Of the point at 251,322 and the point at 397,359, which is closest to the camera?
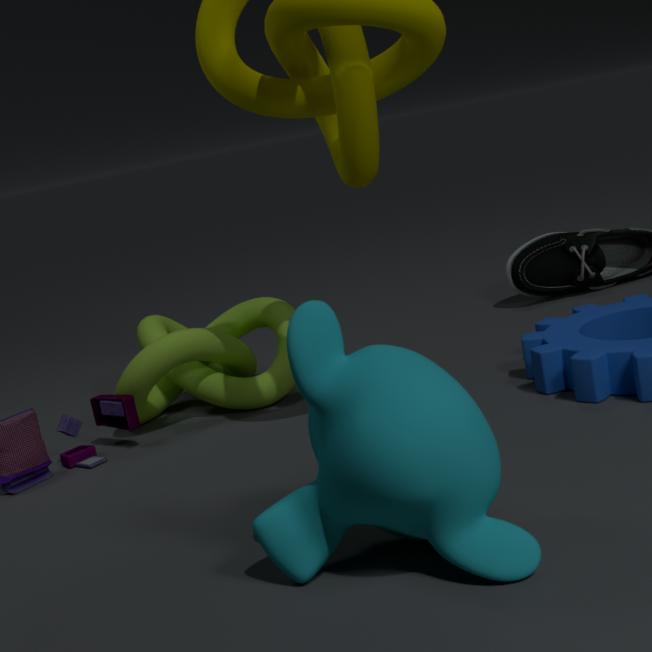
the point at 397,359
